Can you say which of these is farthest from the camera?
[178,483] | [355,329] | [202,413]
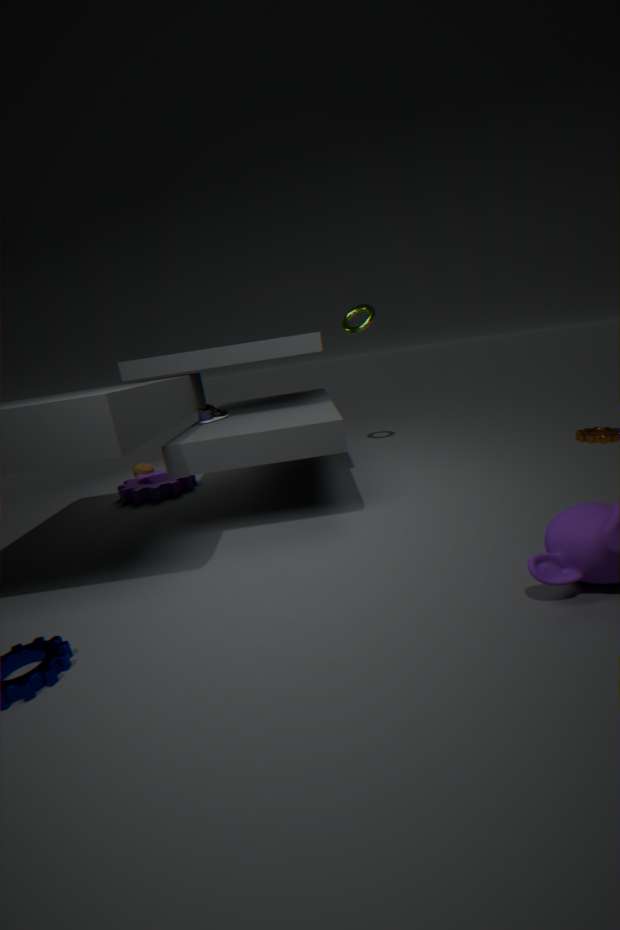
[355,329]
